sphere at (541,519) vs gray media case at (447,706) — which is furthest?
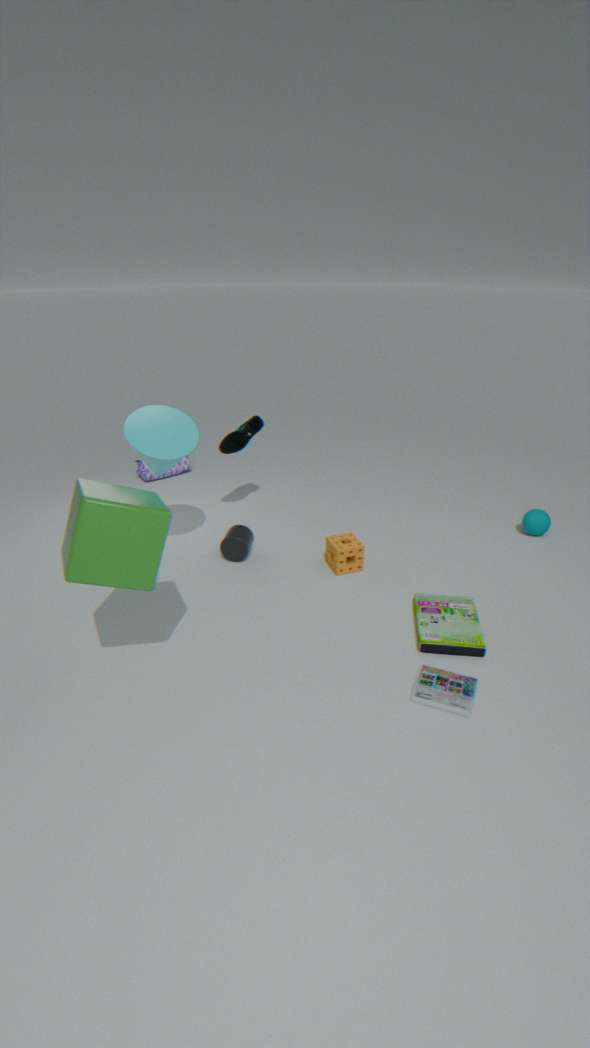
sphere at (541,519)
